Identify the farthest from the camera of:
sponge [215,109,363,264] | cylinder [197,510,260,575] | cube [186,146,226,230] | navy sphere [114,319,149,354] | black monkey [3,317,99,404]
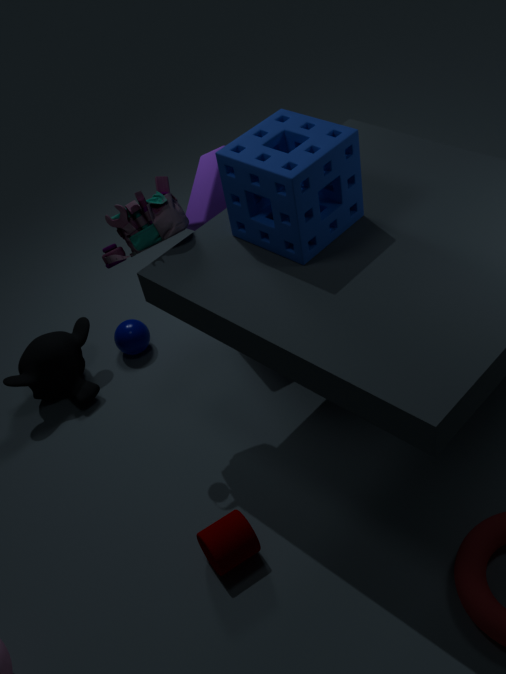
navy sphere [114,319,149,354]
